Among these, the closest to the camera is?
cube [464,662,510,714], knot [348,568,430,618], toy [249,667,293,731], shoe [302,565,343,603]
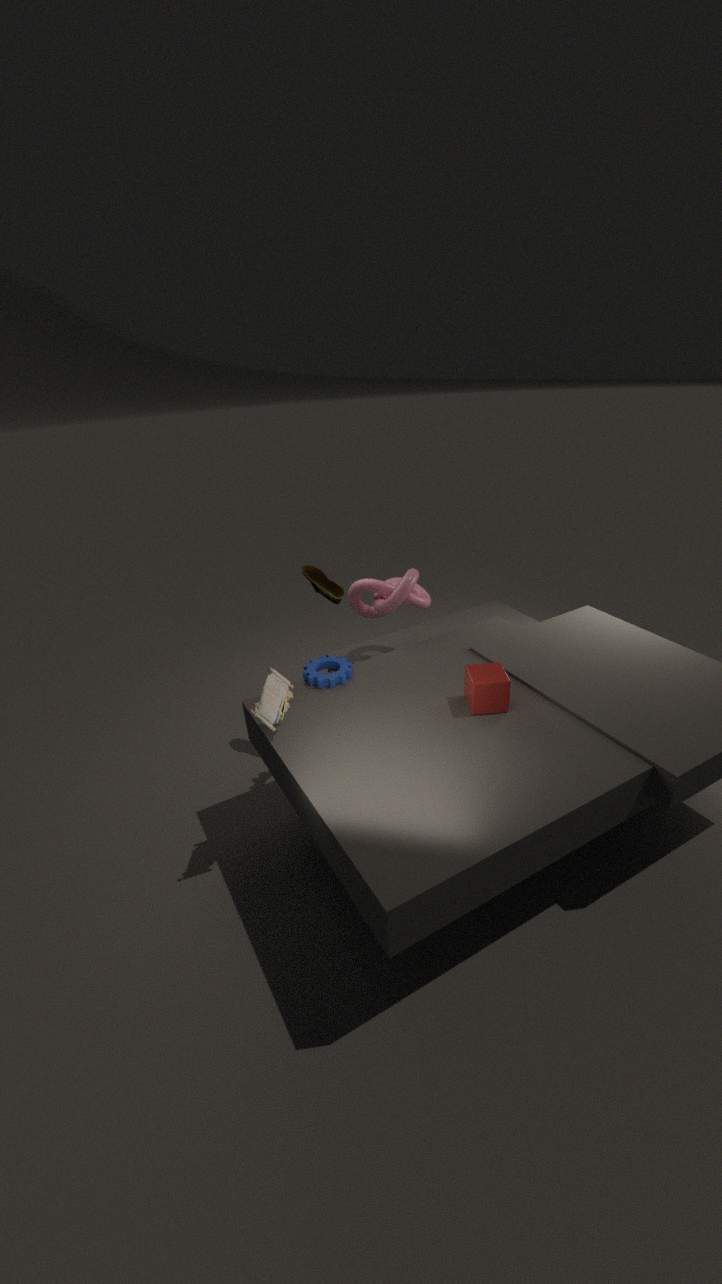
toy [249,667,293,731]
